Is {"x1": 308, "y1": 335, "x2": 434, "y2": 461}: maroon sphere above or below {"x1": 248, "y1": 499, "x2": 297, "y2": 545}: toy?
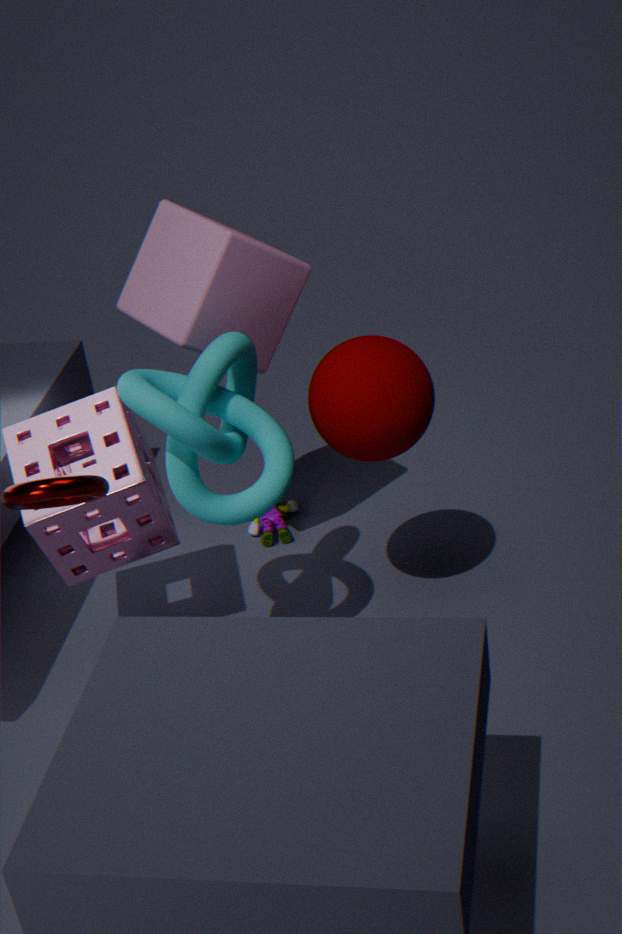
above
